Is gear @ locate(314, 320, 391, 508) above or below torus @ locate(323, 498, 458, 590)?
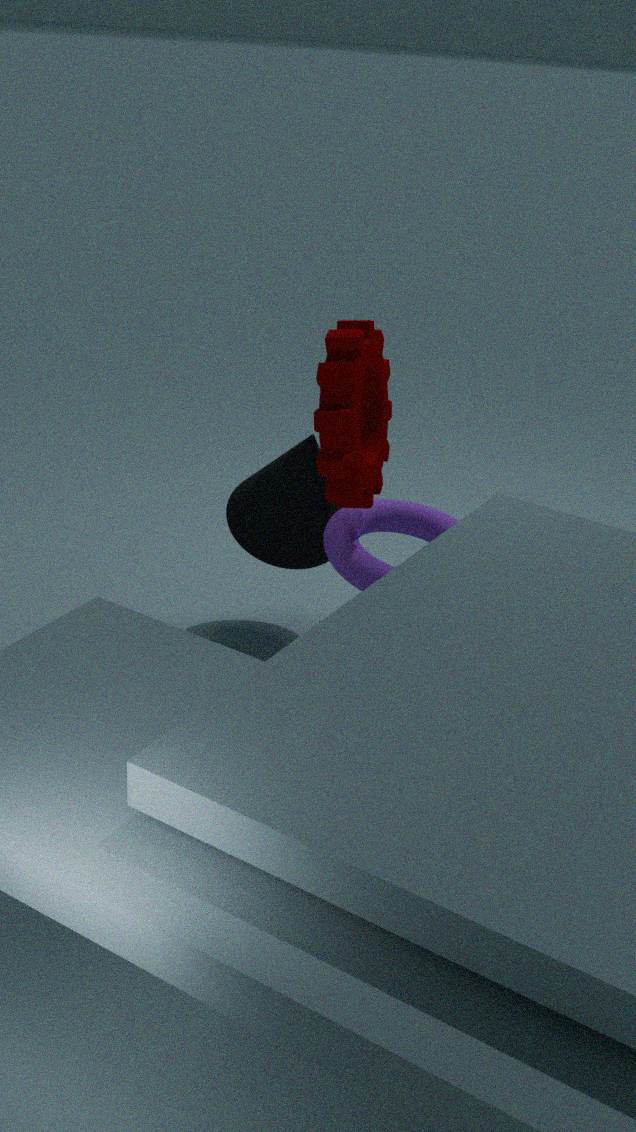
above
